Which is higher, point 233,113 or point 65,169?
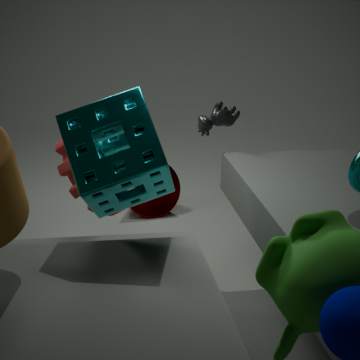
point 233,113
